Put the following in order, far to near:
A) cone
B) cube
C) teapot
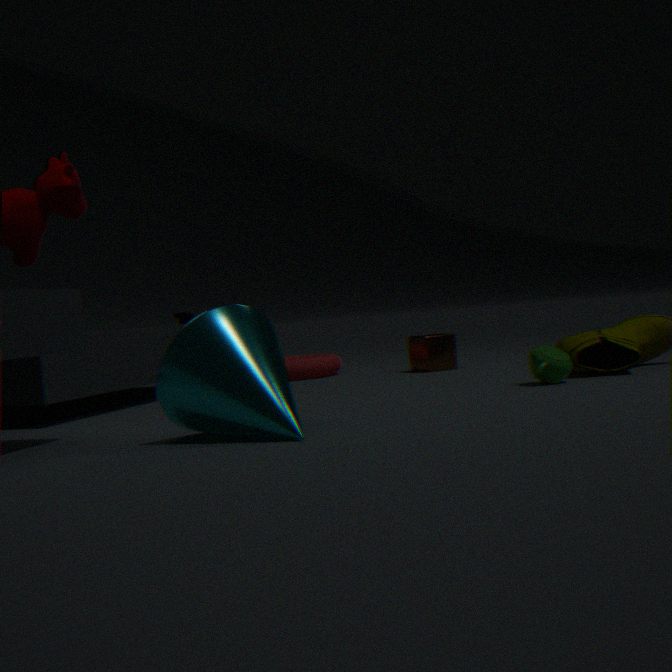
cube → teapot → cone
